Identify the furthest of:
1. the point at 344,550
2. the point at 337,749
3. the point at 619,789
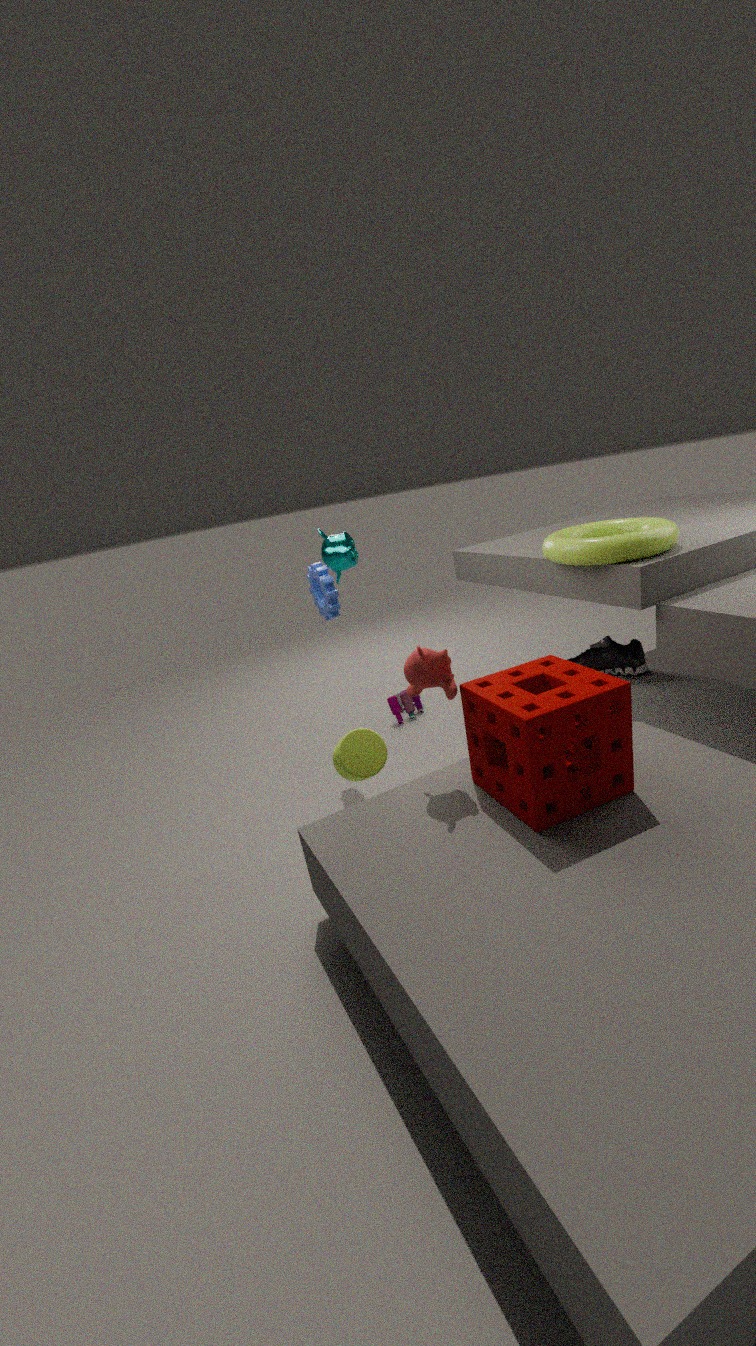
the point at 344,550
